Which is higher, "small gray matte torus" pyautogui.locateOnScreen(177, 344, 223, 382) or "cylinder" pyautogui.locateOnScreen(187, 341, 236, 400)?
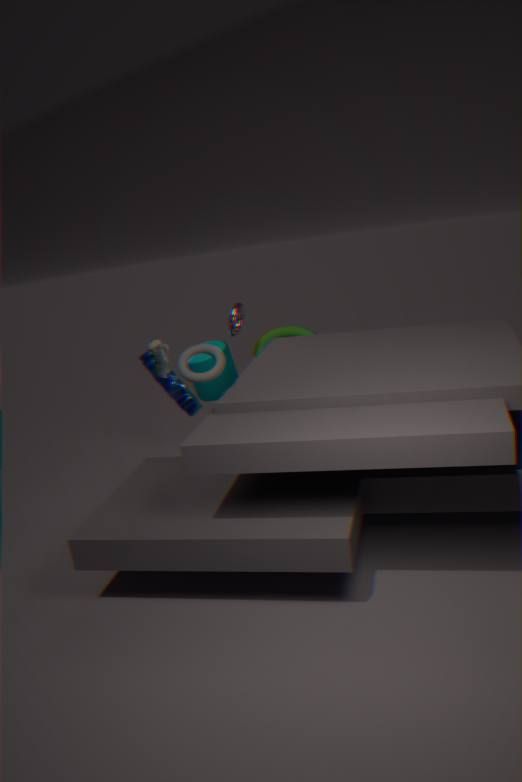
"small gray matte torus" pyautogui.locateOnScreen(177, 344, 223, 382)
